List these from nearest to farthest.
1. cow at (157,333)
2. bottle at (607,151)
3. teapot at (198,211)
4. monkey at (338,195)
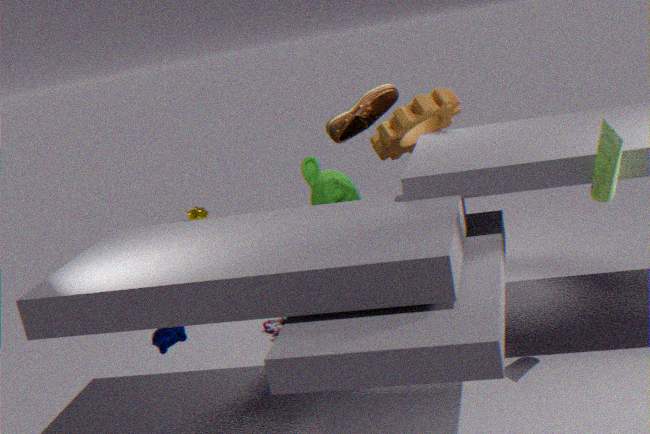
bottle at (607,151), cow at (157,333), monkey at (338,195), teapot at (198,211)
